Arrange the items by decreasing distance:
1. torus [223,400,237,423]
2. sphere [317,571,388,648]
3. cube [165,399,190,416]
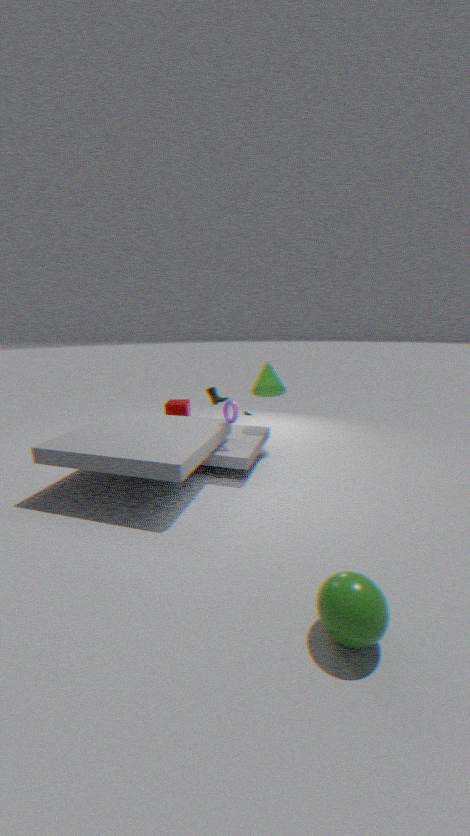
cube [165,399,190,416] → torus [223,400,237,423] → sphere [317,571,388,648]
